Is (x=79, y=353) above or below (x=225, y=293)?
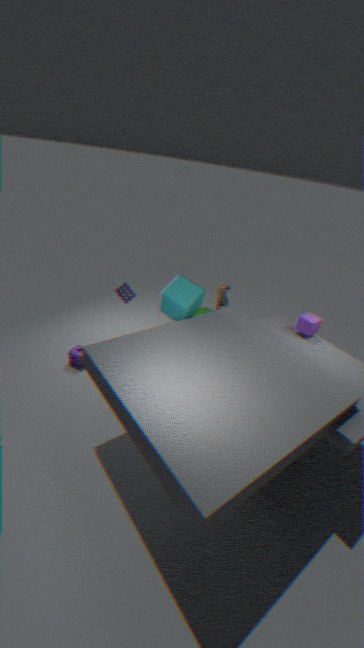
below
